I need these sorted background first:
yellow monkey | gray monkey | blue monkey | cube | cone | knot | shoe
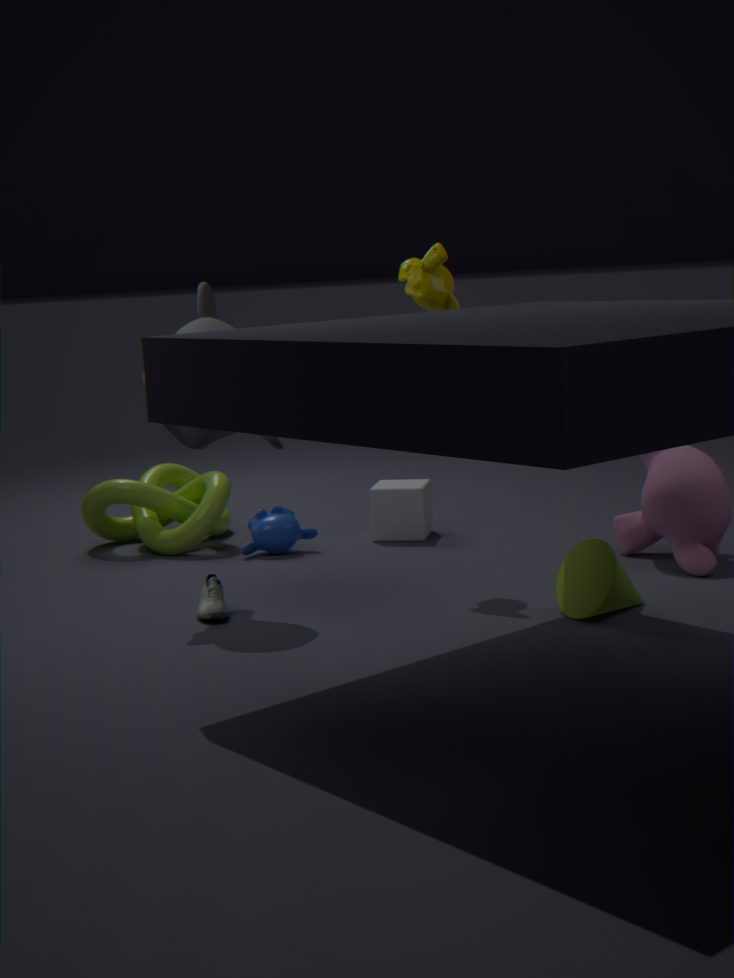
cube → knot → blue monkey → yellow monkey → shoe → gray monkey → cone
